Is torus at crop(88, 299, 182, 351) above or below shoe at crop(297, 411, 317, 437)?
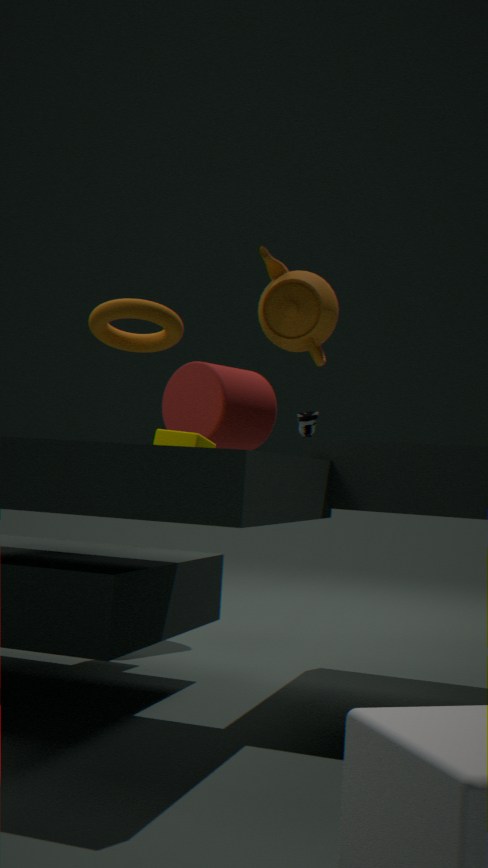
above
